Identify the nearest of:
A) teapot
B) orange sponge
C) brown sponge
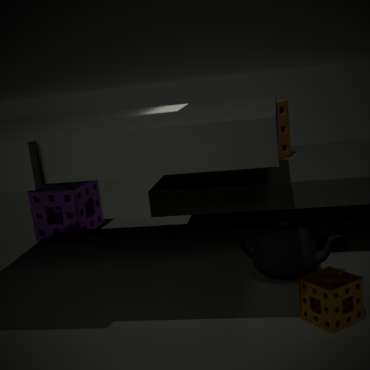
orange sponge
